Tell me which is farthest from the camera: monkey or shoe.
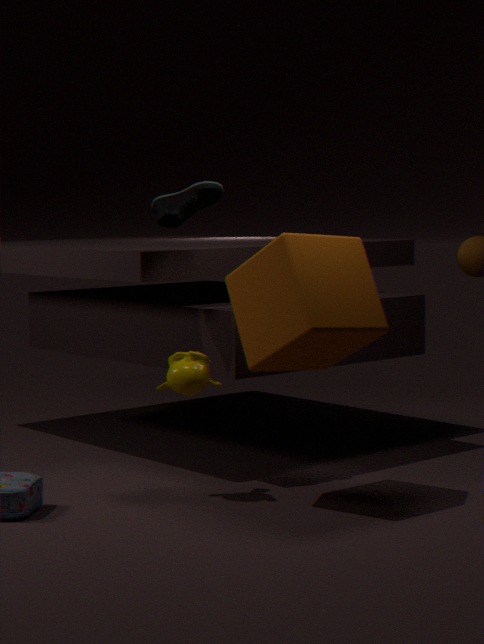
shoe
